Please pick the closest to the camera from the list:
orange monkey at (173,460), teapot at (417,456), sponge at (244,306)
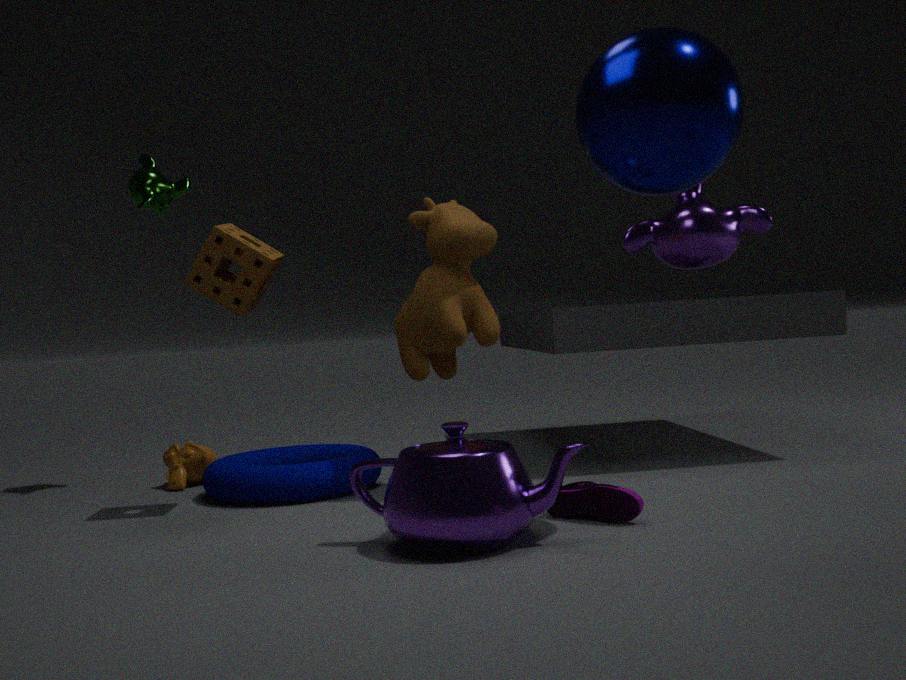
teapot at (417,456)
